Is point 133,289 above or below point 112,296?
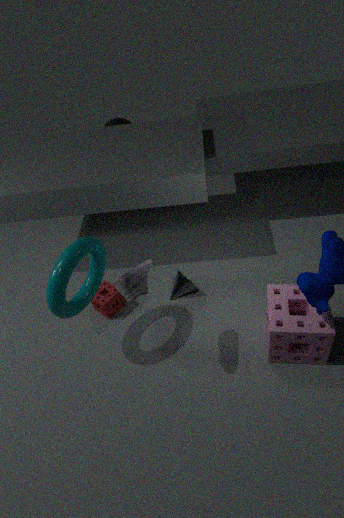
above
